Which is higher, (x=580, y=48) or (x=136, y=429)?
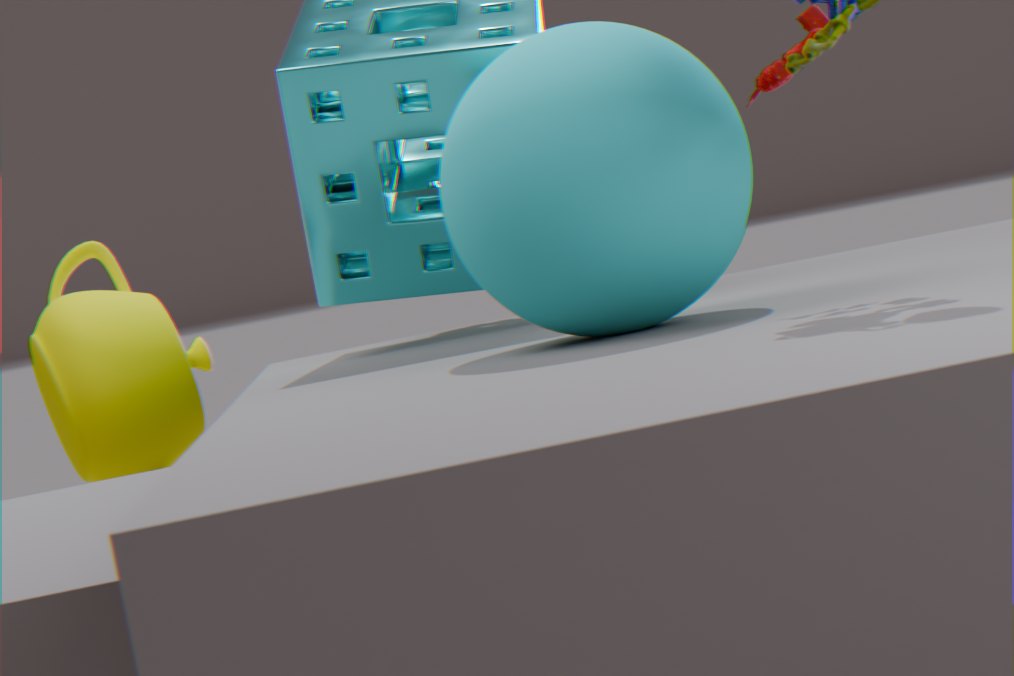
(x=580, y=48)
